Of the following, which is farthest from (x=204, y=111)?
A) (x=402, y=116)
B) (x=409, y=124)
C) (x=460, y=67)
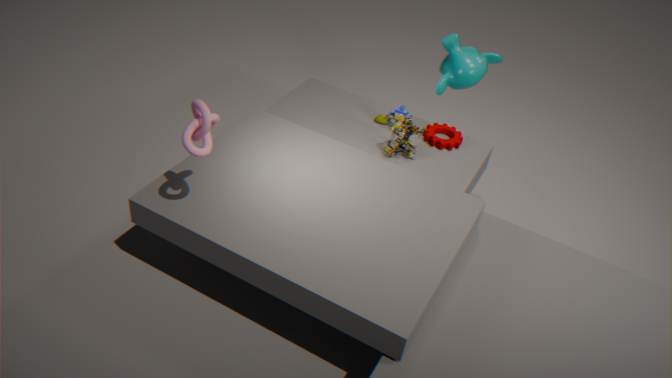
(x=460, y=67)
